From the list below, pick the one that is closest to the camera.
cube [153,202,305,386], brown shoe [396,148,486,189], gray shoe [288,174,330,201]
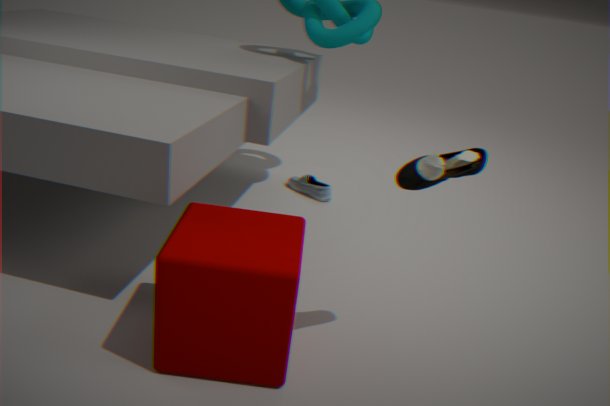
cube [153,202,305,386]
